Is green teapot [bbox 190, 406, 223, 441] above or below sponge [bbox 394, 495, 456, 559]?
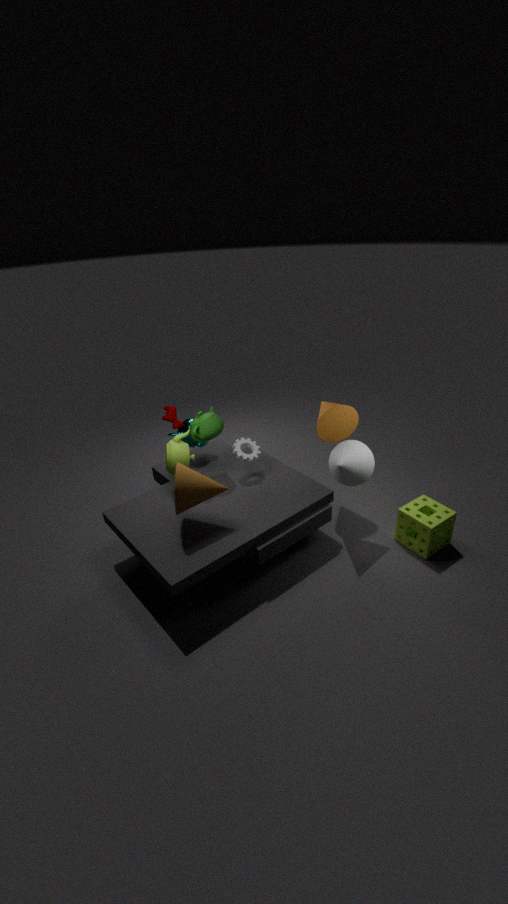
above
